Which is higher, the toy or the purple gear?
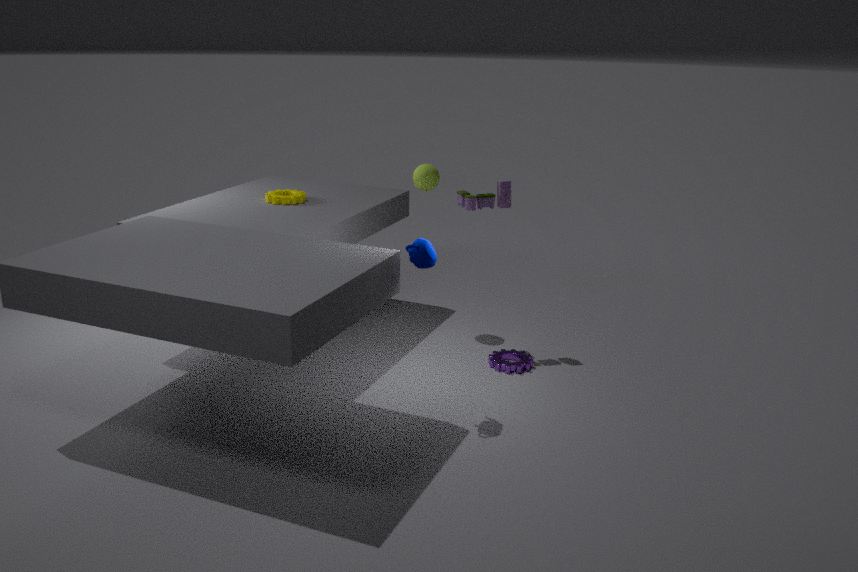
the toy
